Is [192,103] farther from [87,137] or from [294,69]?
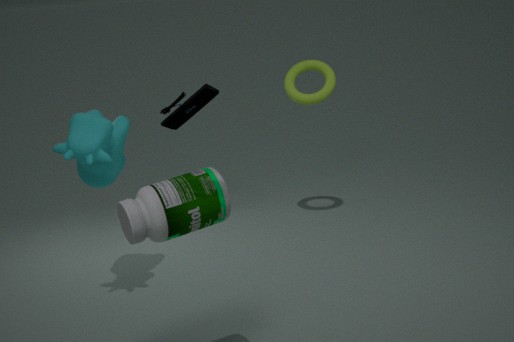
[294,69]
